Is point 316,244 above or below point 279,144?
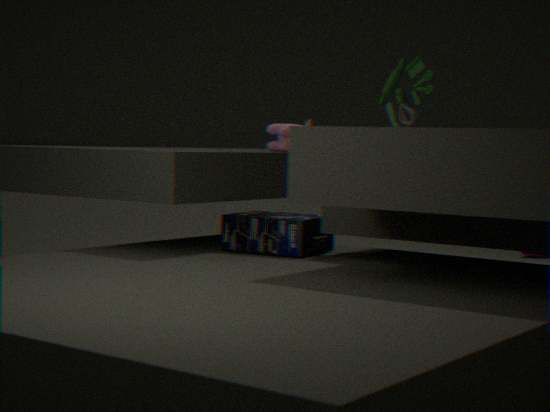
below
